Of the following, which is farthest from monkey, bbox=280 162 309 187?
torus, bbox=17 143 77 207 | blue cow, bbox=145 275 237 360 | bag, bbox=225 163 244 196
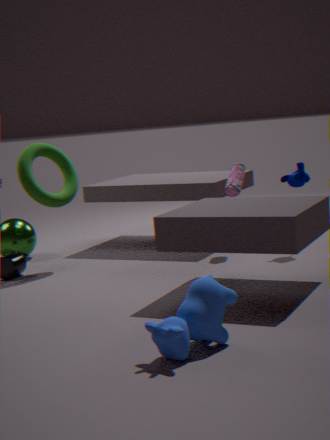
blue cow, bbox=145 275 237 360
